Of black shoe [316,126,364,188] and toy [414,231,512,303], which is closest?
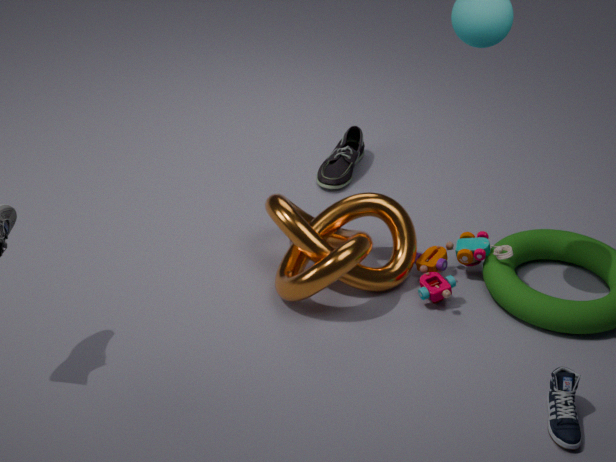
toy [414,231,512,303]
